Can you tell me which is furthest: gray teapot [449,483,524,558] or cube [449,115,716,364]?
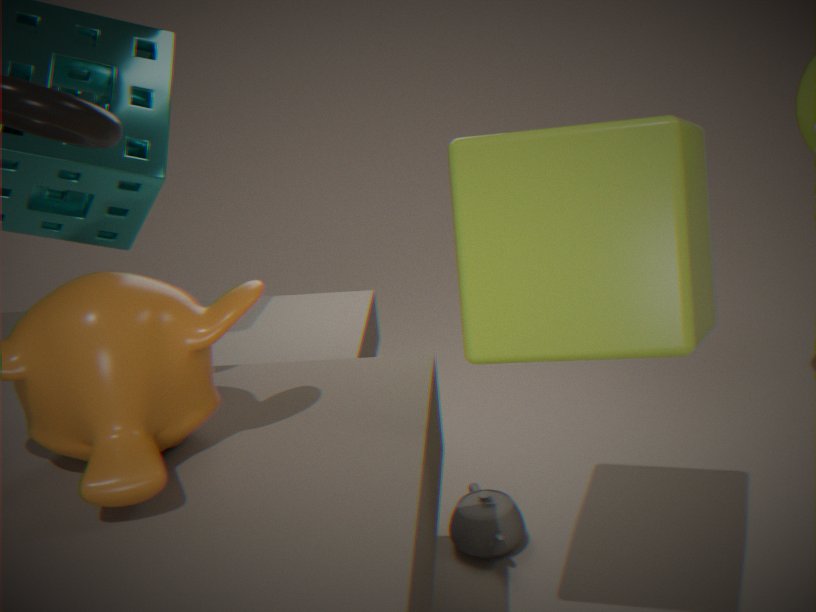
gray teapot [449,483,524,558]
